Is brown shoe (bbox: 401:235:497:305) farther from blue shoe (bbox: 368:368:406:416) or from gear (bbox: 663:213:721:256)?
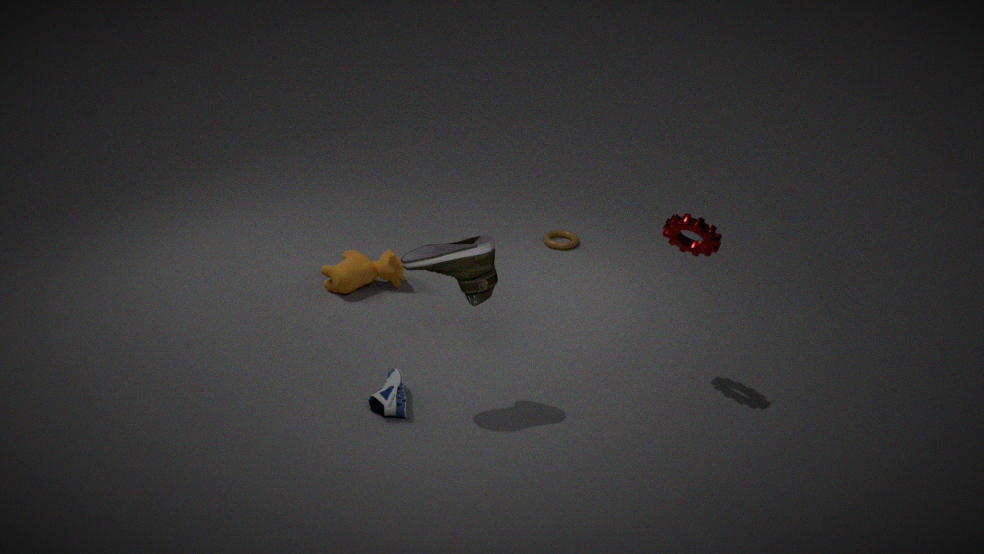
gear (bbox: 663:213:721:256)
